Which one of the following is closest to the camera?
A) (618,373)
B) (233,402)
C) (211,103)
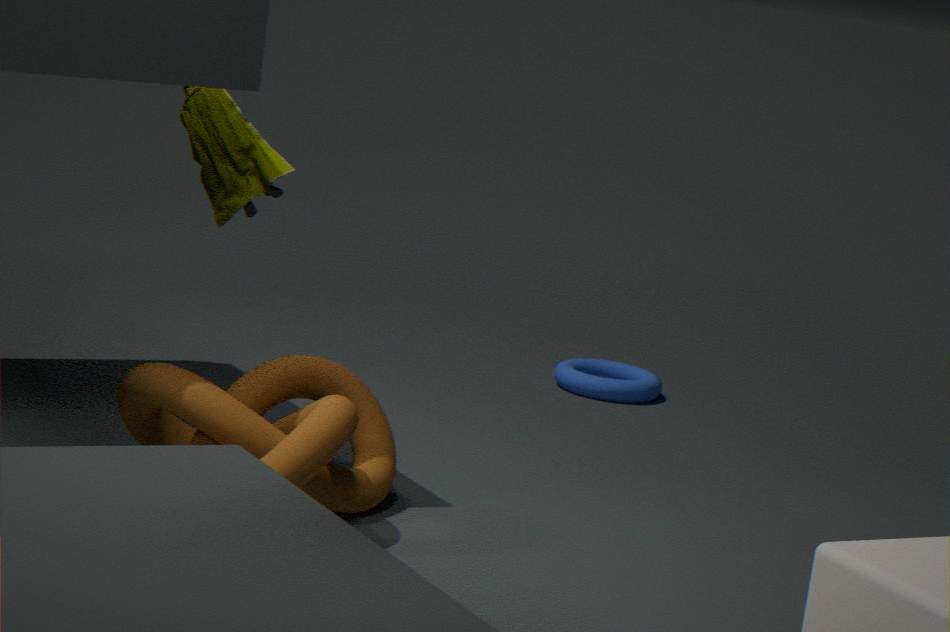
B. (233,402)
